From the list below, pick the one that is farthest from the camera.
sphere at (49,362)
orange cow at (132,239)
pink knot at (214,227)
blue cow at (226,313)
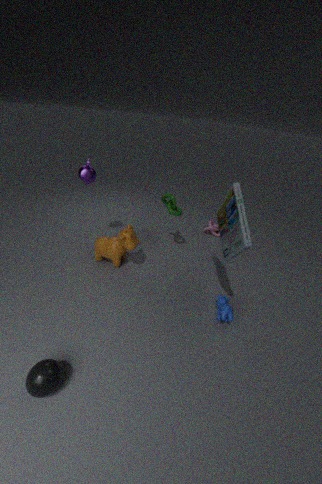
pink knot at (214,227)
